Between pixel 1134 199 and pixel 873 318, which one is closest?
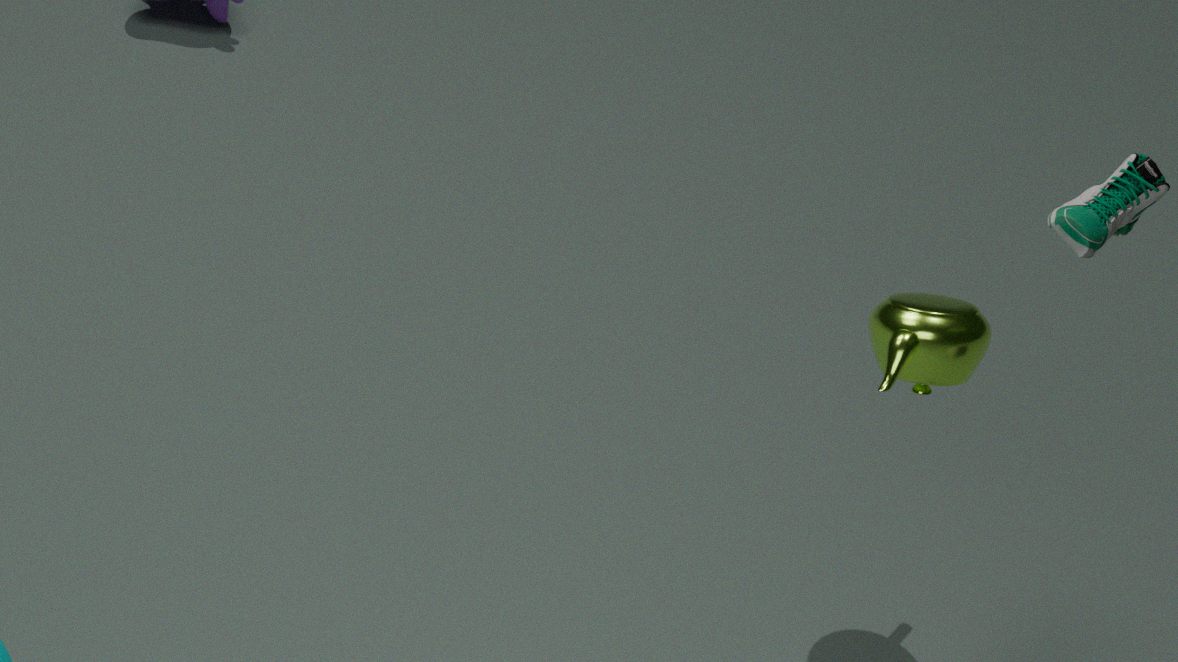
pixel 1134 199
